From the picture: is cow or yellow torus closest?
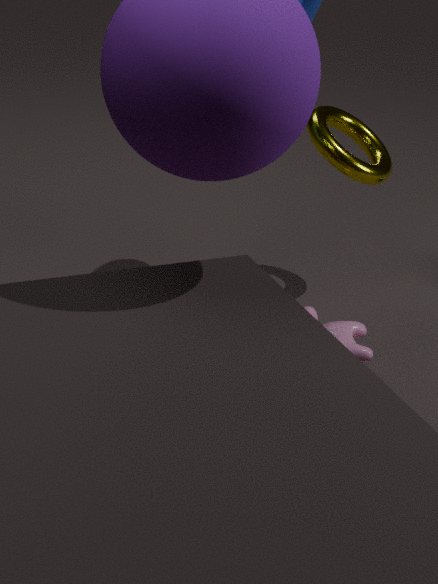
cow
